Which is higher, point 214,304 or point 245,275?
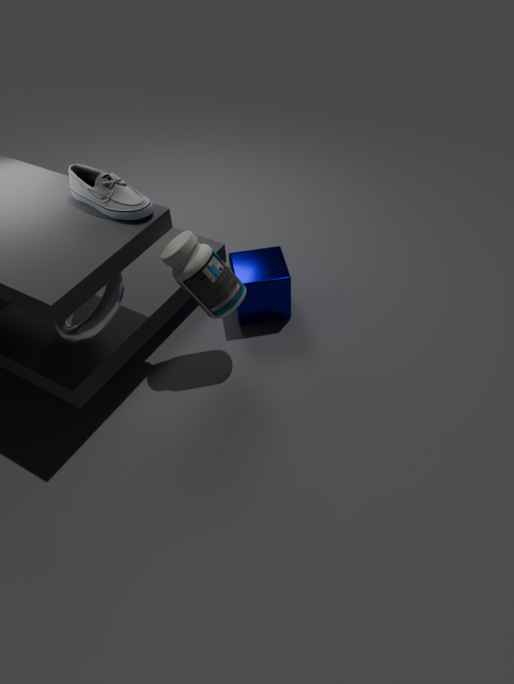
point 214,304
